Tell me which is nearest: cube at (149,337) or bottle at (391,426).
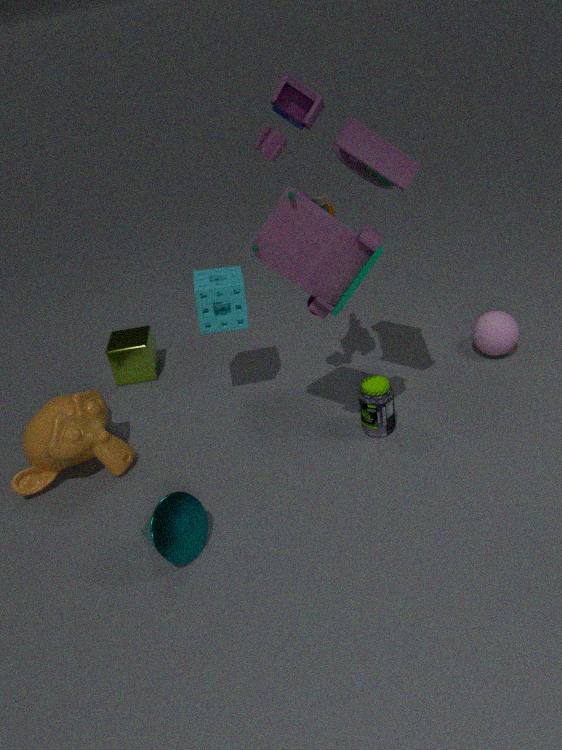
bottle at (391,426)
